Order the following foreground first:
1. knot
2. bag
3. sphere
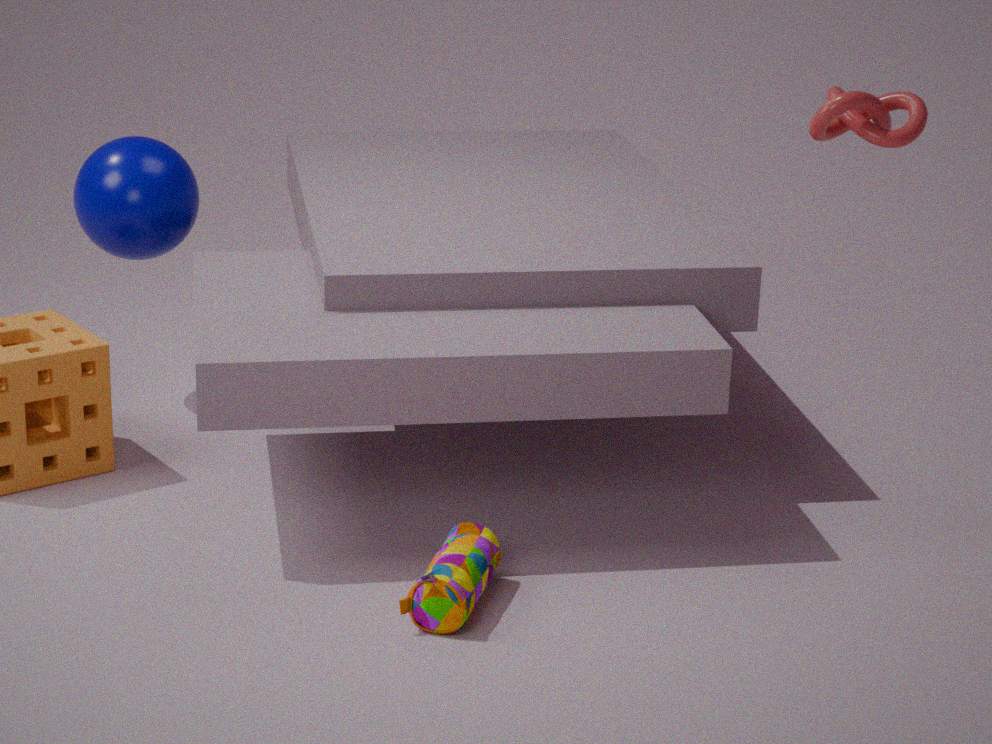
bag < knot < sphere
